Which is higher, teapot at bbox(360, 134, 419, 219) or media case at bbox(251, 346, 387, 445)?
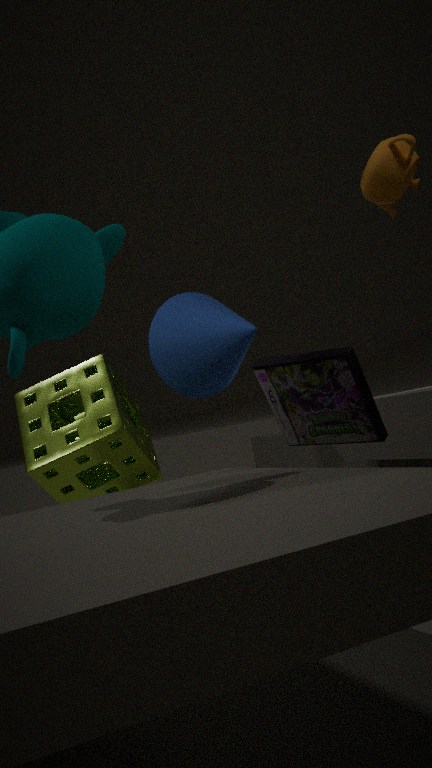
teapot at bbox(360, 134, 419, 219)
